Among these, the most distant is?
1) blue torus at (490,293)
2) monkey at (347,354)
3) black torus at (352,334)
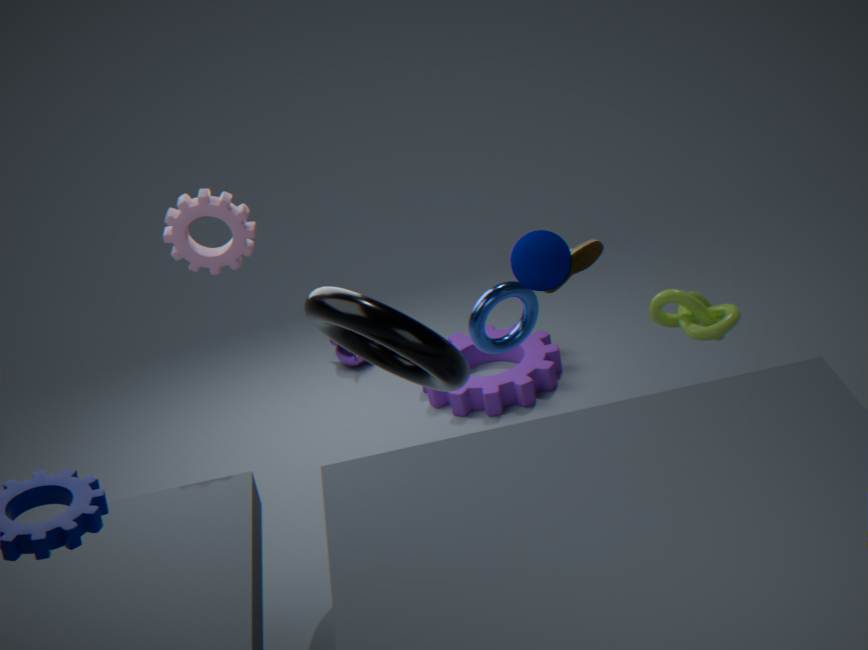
2. monkey at (347,354)
